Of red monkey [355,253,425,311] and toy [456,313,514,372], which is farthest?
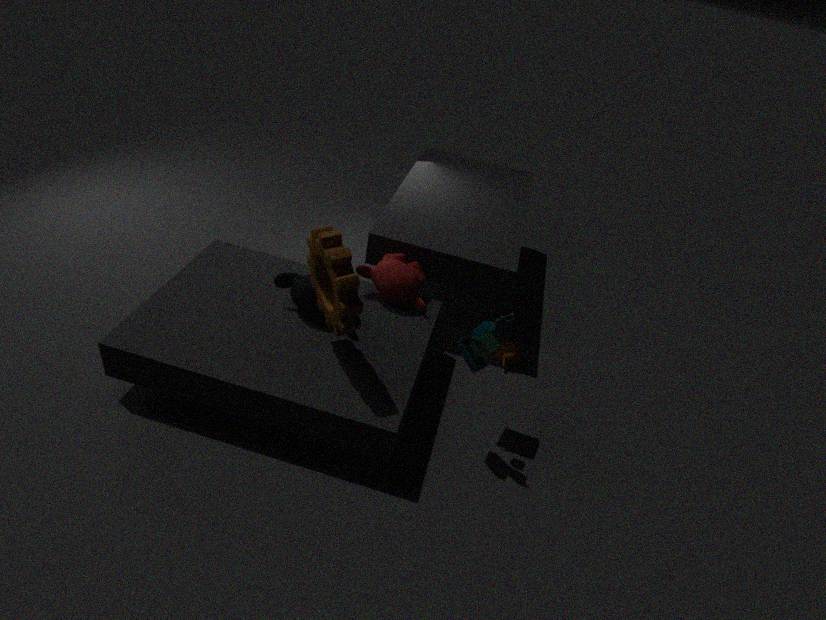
red monkey [355,253,425,311]
